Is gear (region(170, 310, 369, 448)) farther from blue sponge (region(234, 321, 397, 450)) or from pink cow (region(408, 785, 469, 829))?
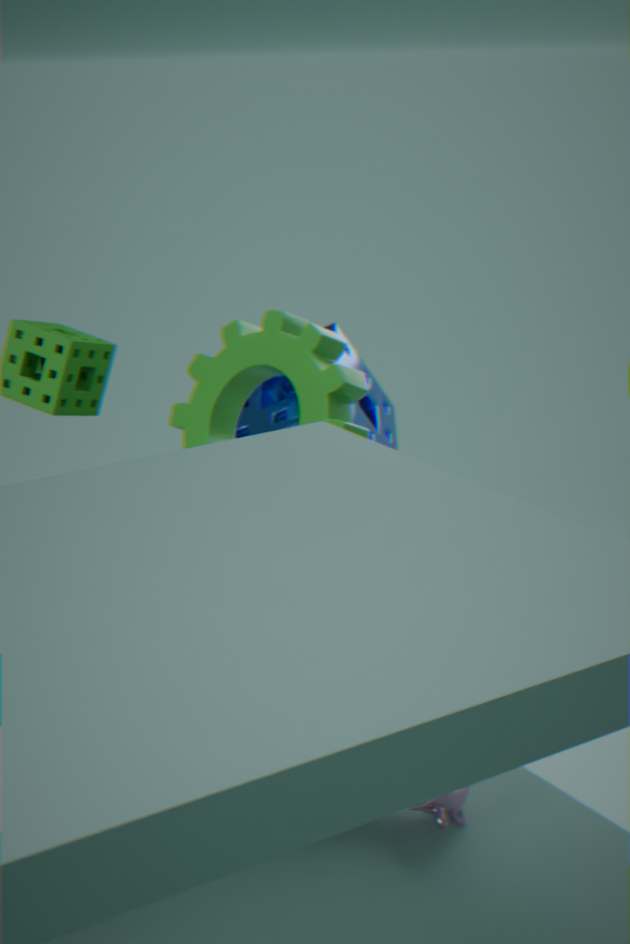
pink cow (region(408, 785, 469, 829))
